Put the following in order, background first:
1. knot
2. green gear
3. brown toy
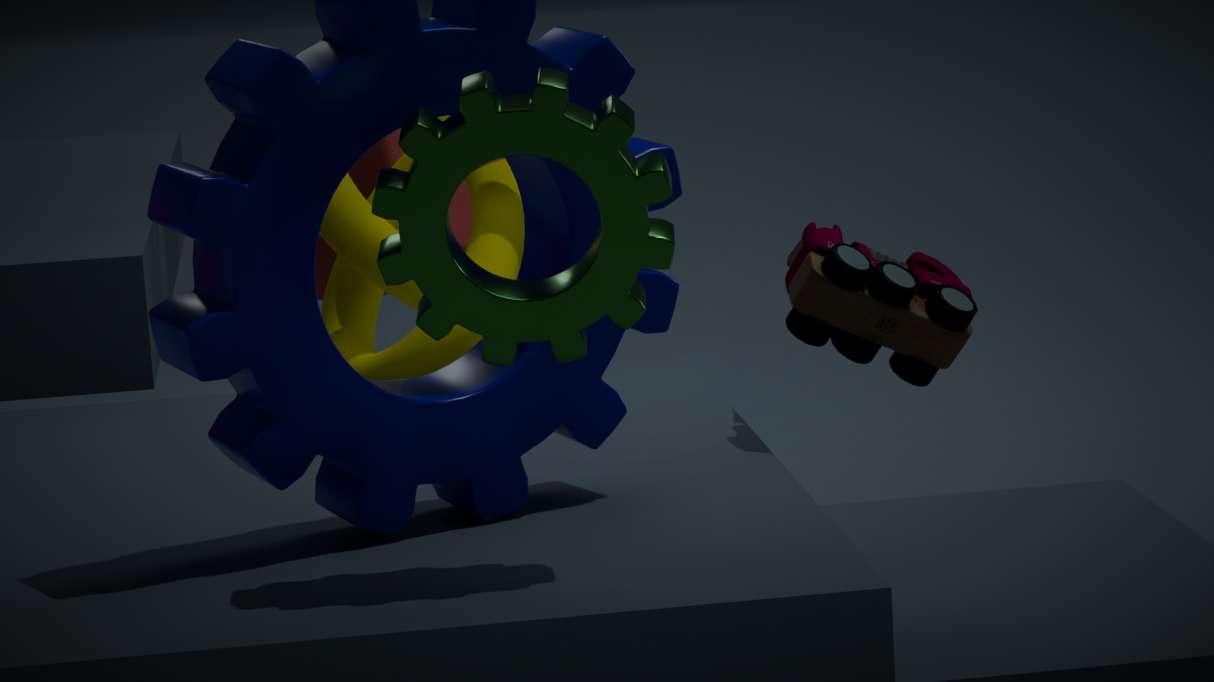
knot → brown toy → green gear
